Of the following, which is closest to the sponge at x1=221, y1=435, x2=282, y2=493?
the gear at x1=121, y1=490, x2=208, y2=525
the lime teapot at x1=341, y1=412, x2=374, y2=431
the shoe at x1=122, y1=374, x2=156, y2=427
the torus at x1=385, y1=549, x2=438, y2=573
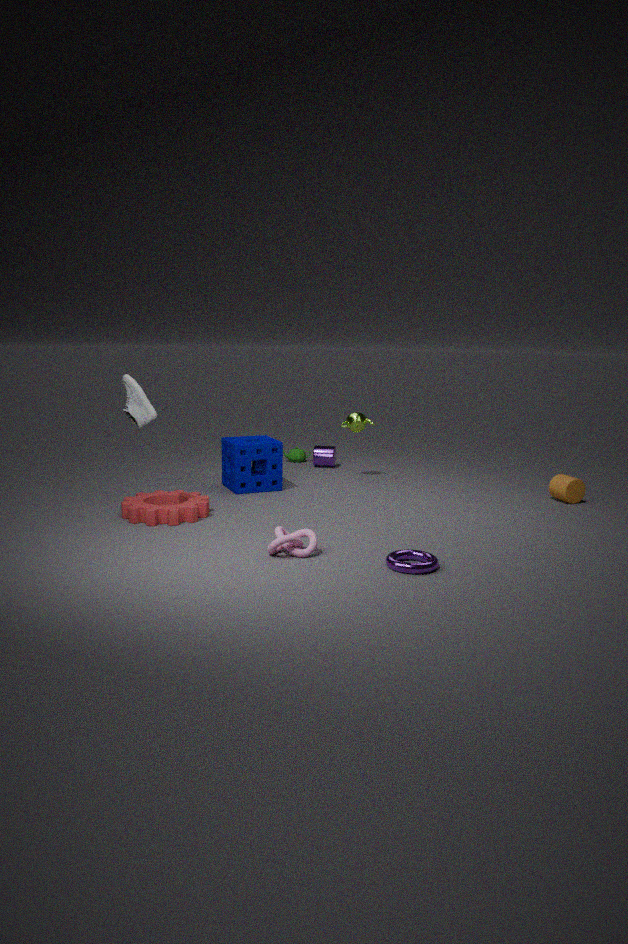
the gear at x1=121, y1=490, x2=208, y2=525
